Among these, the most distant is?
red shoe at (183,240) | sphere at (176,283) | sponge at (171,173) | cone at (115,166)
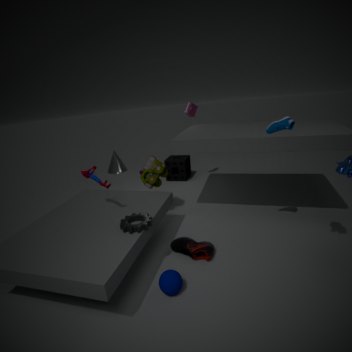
cone at (115,166)
